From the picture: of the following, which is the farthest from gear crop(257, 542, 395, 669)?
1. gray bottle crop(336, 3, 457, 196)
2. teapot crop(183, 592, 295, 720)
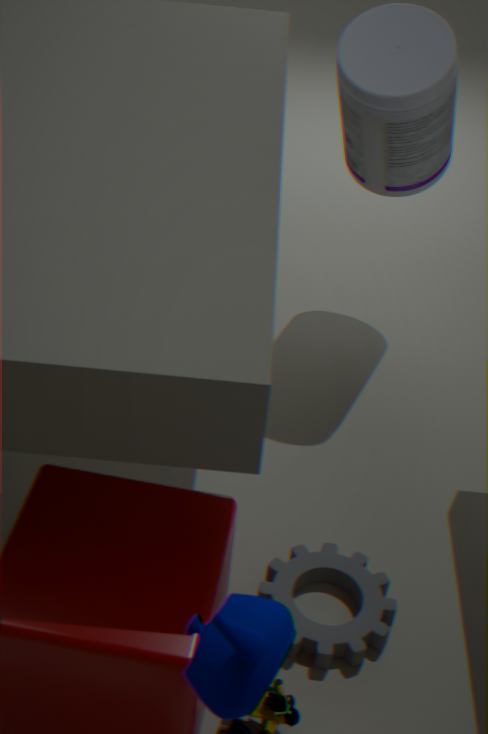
gray bottle crop(336, 3, 457, 196)
